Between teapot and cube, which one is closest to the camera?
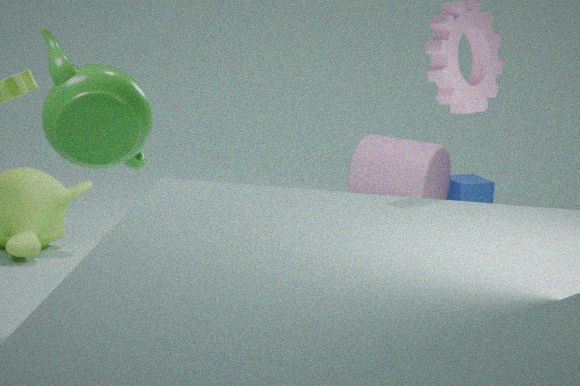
teapot
